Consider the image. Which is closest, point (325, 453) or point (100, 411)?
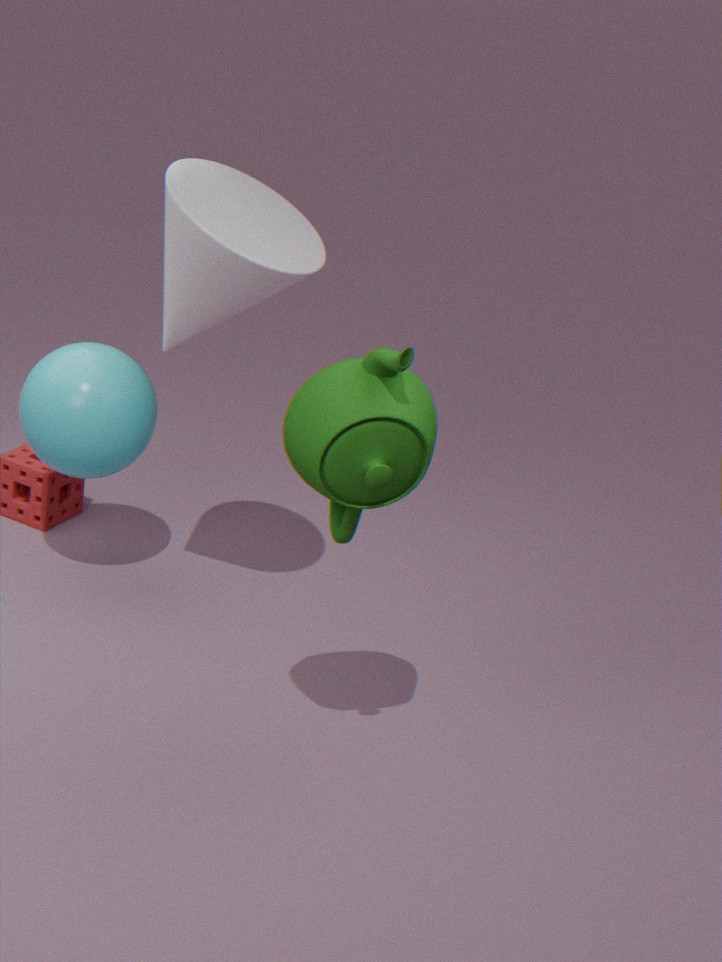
point (325, 453)
